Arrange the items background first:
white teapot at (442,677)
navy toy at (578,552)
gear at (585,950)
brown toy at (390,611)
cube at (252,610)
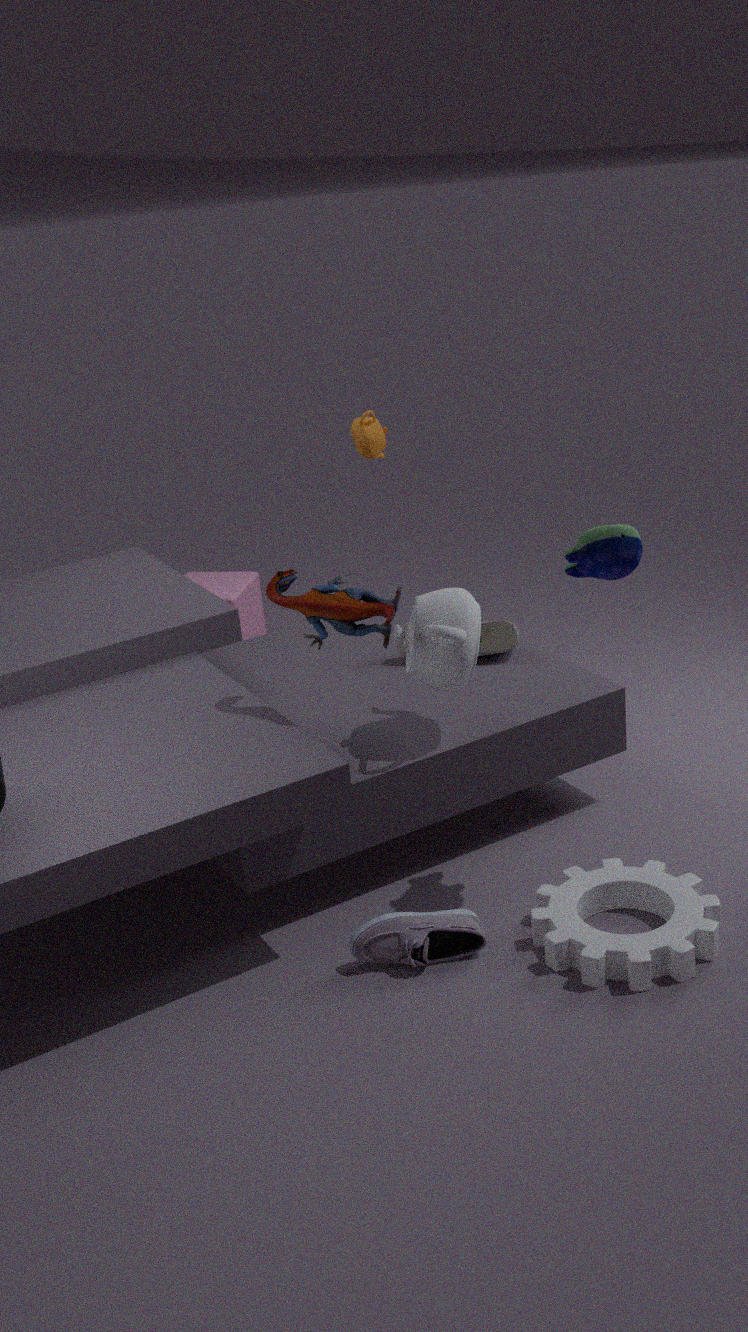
cube at (252,610) < white teapot at (442,677) < brown toy at (390,611) < navy toy at (578,552) < gear at (585,950)
